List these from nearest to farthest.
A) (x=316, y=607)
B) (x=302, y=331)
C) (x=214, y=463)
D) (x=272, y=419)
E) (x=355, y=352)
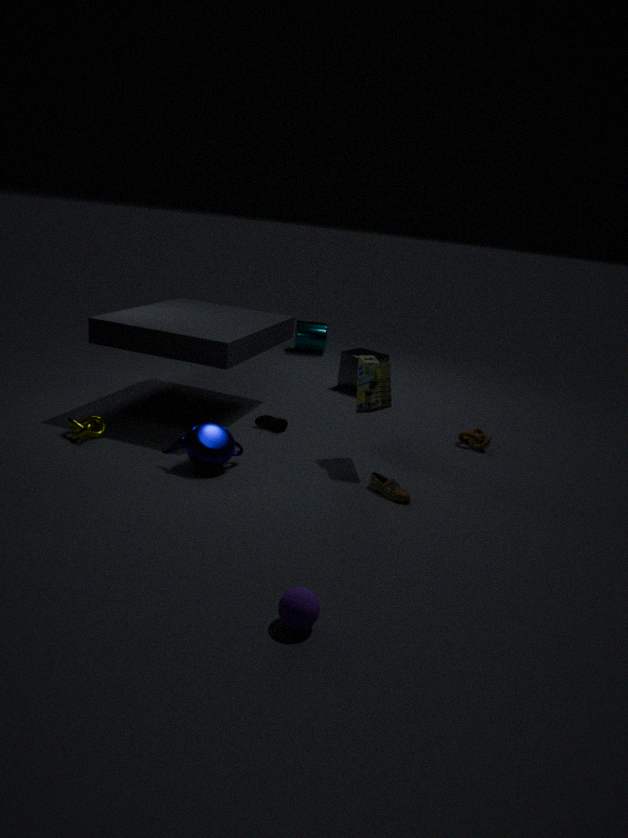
(x=316, y=607) < (x=214, y=463) < (x=272, y=419) < (x=355, y=352) < (x=302, y=331)
